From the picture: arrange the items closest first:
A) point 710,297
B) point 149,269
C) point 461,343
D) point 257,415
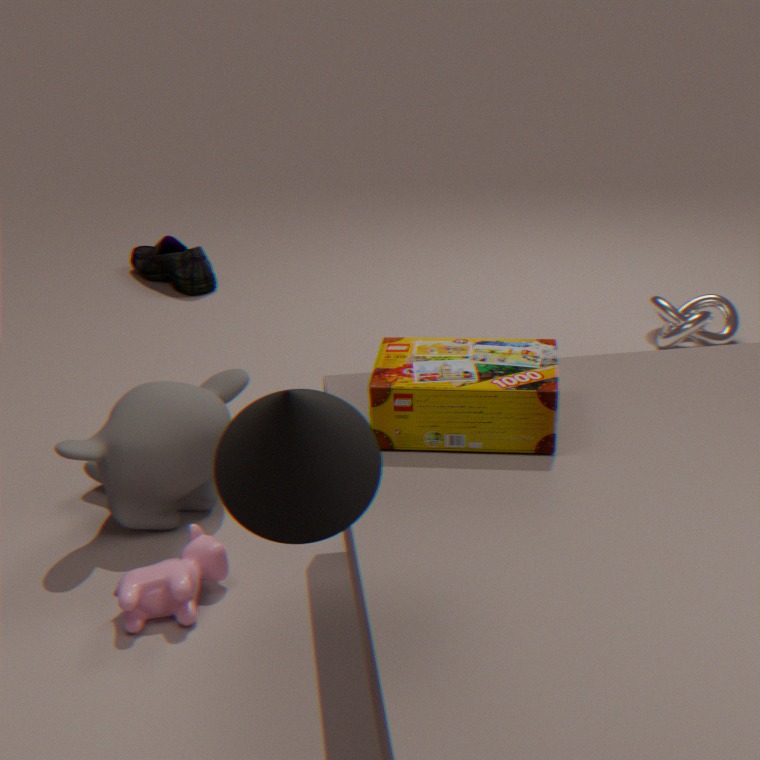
point 257,415, point 461,343, point 710,297, point 149,269
